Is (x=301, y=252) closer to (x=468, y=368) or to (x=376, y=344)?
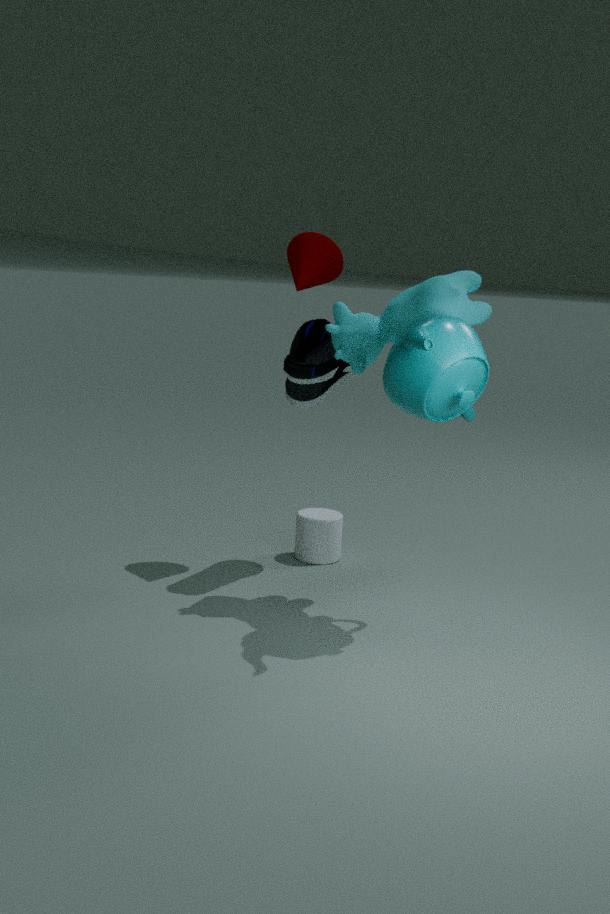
(x=376, y=344)
